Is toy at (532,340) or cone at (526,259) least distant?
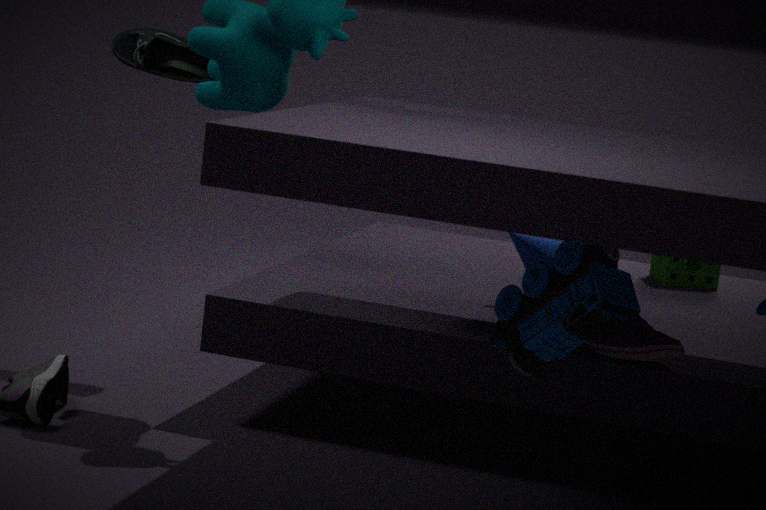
toy at (532,340)
